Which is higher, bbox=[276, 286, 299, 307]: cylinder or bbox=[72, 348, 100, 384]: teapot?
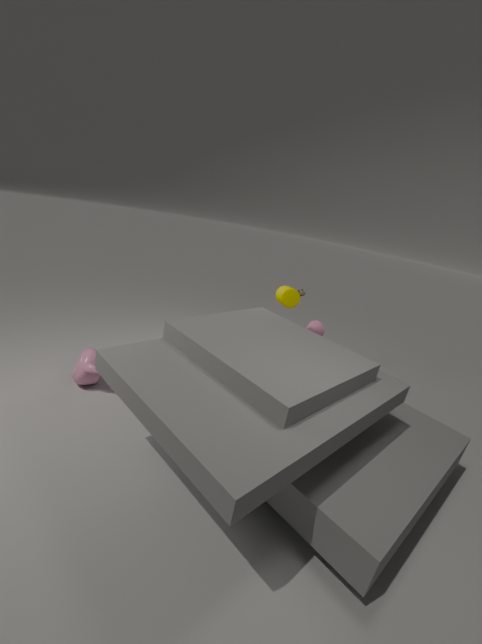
bbox=[276, 286, 299, 307]: cylinder
